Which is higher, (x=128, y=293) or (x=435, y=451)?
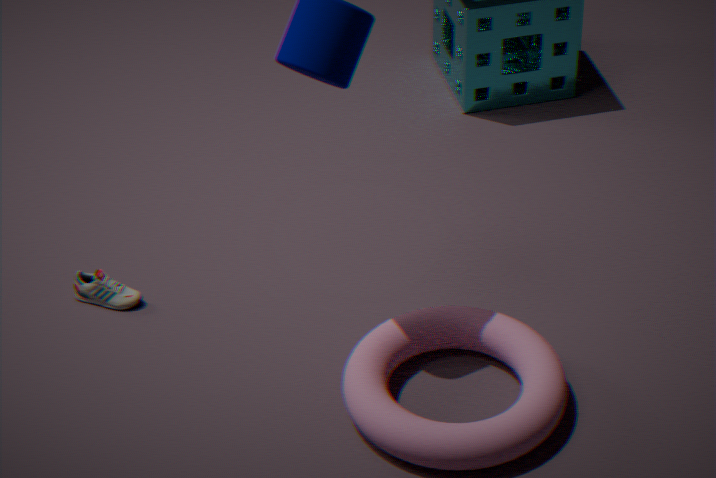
(x=435, y=451)
